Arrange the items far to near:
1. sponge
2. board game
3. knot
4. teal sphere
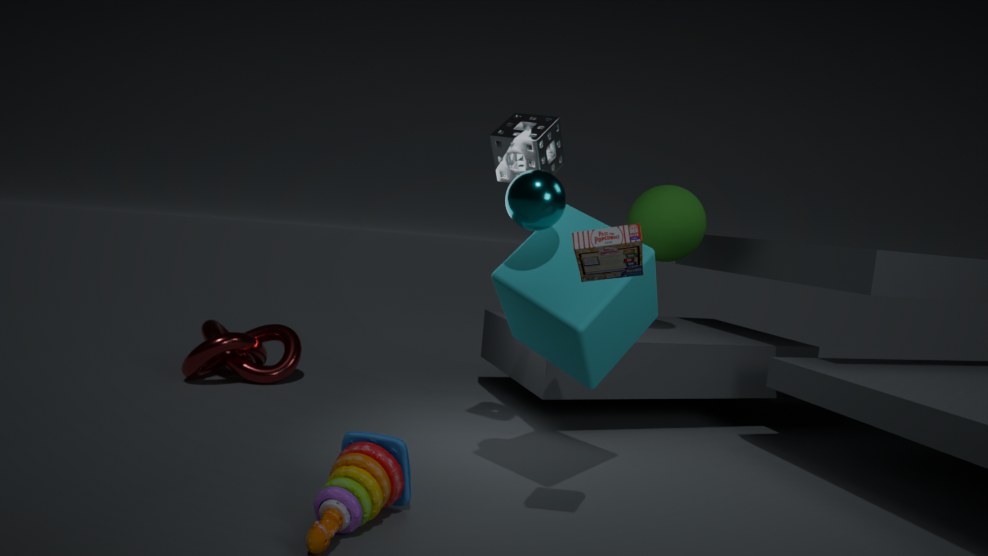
1. knot
2. sponge
3. teal sphere
4. board game
